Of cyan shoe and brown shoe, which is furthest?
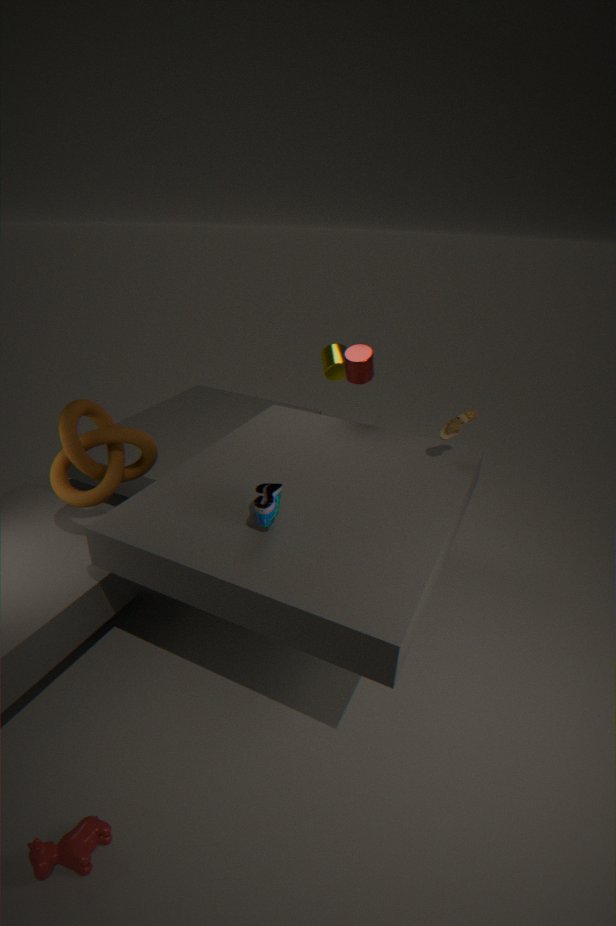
brown shoe
